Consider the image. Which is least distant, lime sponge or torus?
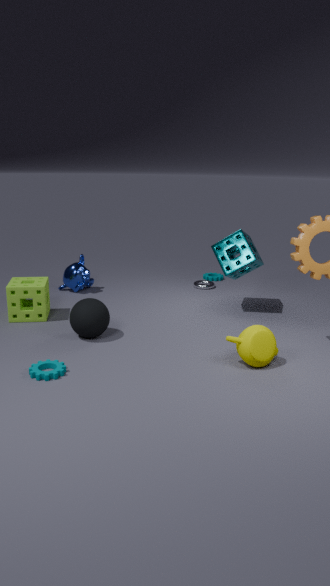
lime sponge
